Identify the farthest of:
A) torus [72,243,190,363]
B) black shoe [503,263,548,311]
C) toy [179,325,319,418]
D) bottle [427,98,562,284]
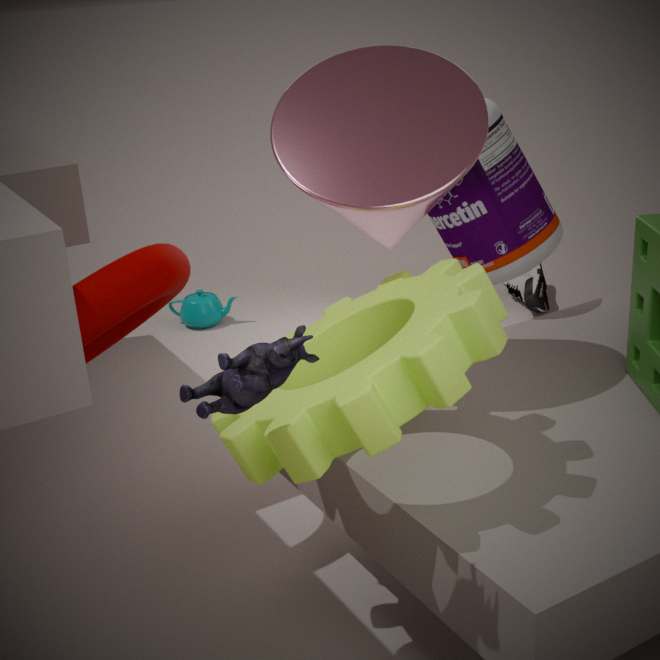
black shoe [503,263,548,311]
